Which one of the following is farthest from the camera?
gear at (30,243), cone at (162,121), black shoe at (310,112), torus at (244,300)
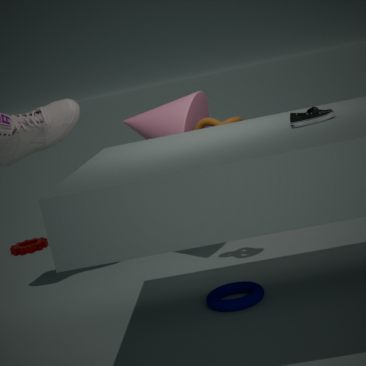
gear at (30,243)
